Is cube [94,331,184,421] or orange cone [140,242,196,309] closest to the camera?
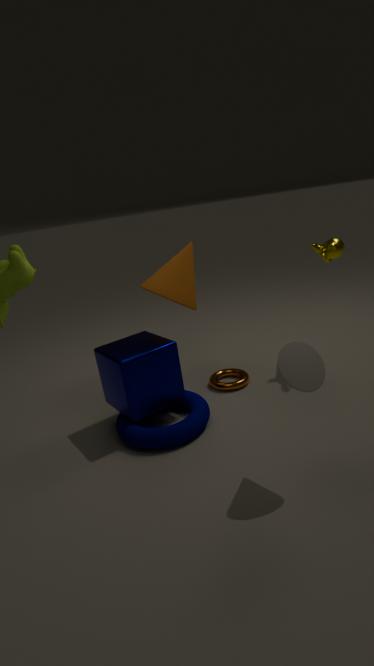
cube [94,331,184,421]
